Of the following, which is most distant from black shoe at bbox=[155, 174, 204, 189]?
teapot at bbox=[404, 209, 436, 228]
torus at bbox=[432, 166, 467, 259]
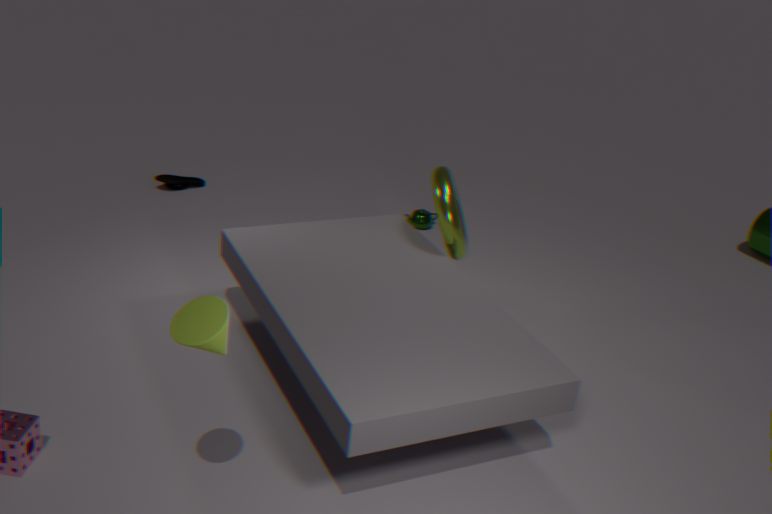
torus at bbox=[432, 166, 467, 259]
